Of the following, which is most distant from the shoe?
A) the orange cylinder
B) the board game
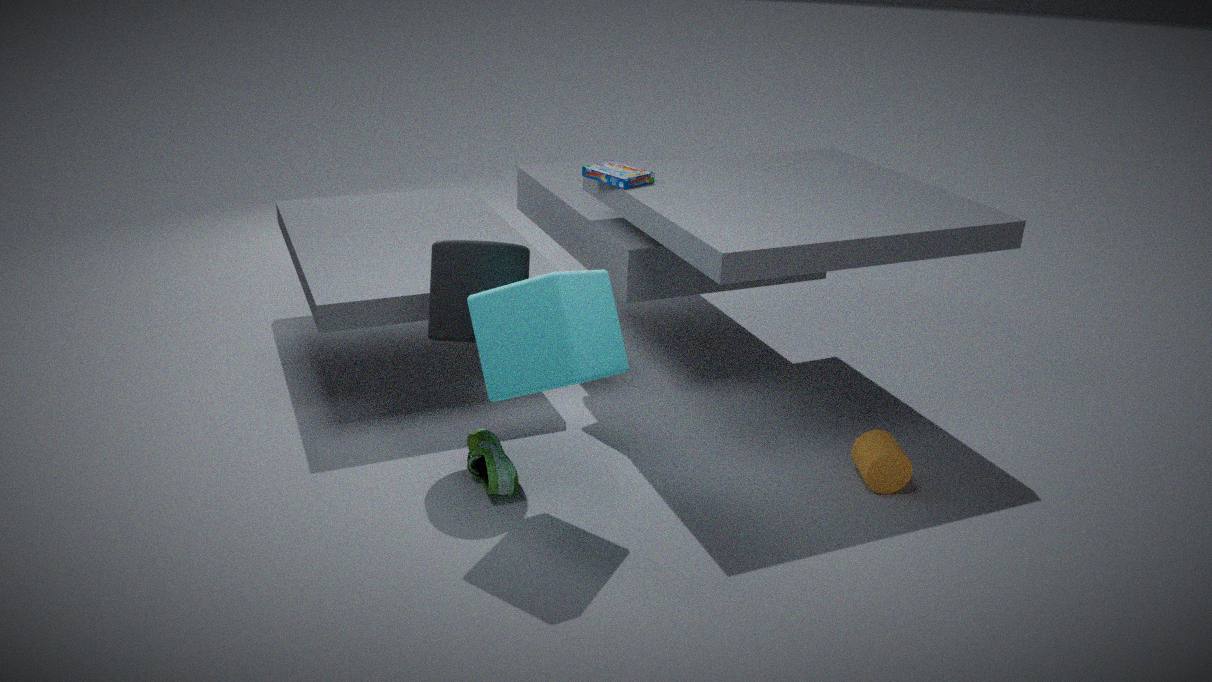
the orange cylinder
